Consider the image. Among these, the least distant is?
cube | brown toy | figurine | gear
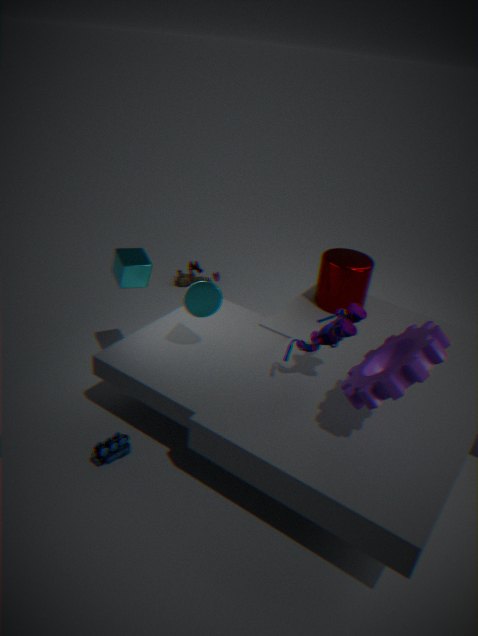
gear
